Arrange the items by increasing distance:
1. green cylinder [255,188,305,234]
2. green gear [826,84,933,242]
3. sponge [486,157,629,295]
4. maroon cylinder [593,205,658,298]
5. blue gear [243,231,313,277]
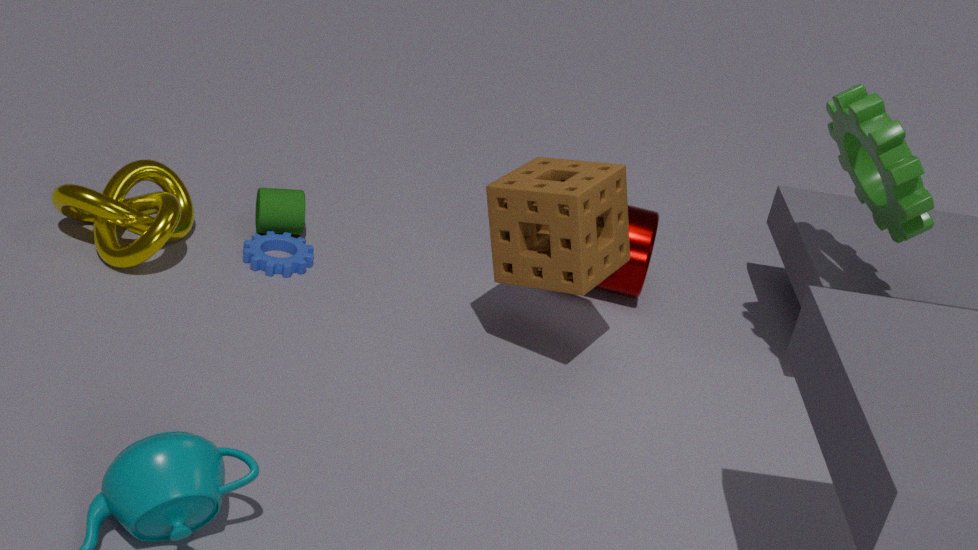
green gear [826,84,933,242], sponge [486,157,629,295], blue gear [243,231,313,277], maroon cylinder [593,205,658,298], green cylinder [255,188,305,234]
